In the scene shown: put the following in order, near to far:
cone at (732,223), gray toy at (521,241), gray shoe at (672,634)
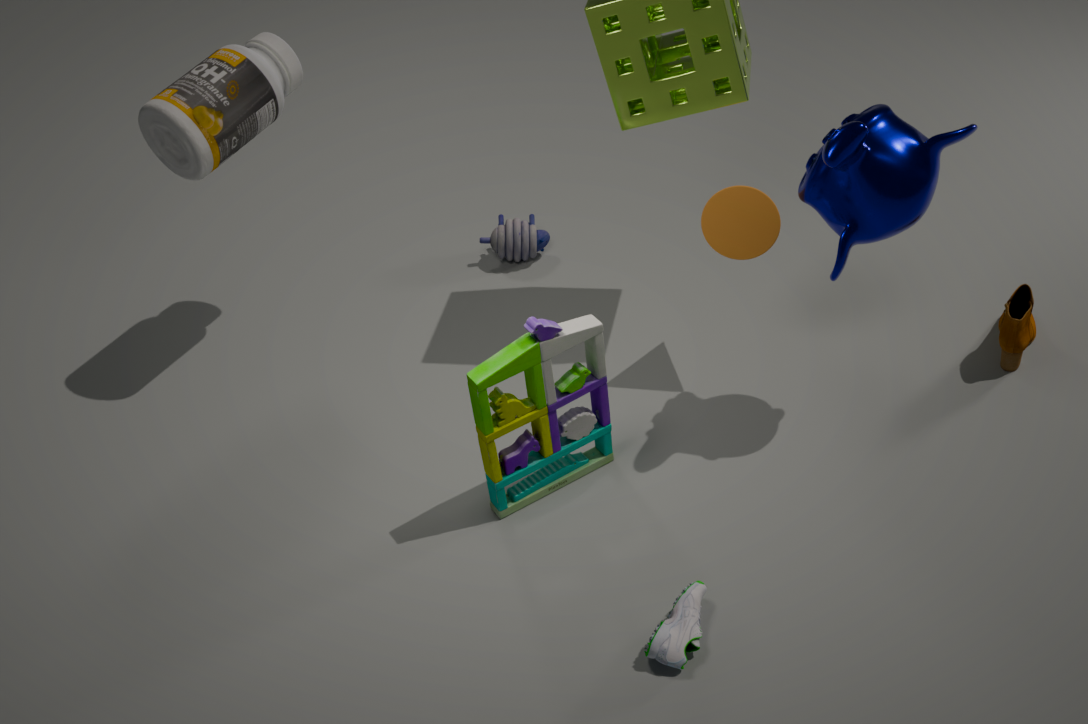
gray shoe at (672,634), cone at (732,223), gray toy at (521,241)
